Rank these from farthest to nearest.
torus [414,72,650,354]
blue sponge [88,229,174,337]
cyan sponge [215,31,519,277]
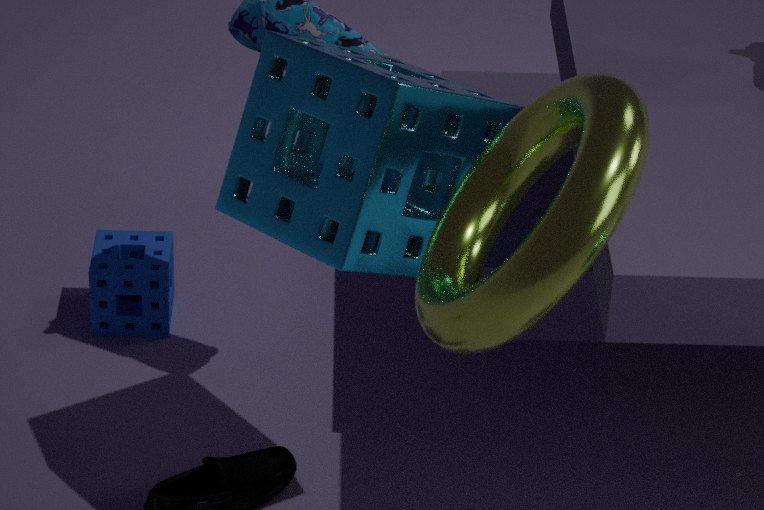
A: blue sponge [88,229,174,337]
cyan sponge [215,31,519,277]
torus [414,72,650,354]
